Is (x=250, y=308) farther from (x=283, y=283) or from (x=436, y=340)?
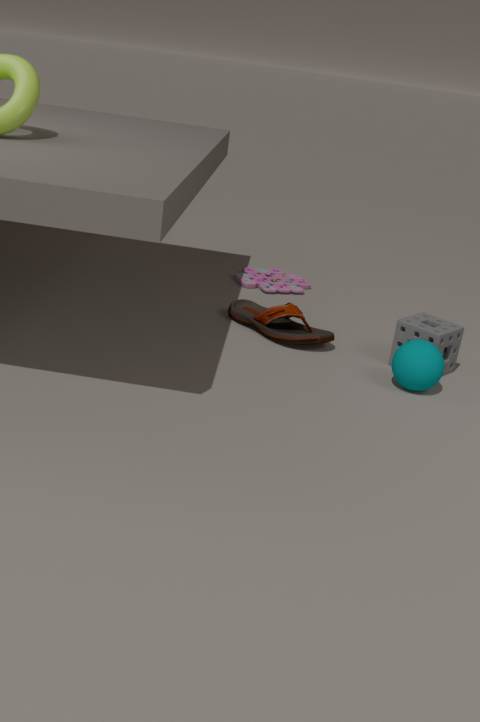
(x=283, y=283)
